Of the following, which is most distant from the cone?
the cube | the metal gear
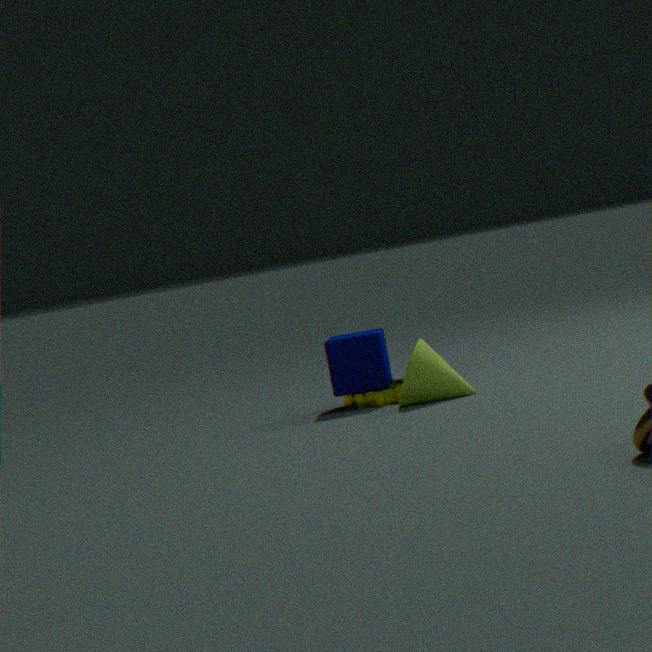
the cube
